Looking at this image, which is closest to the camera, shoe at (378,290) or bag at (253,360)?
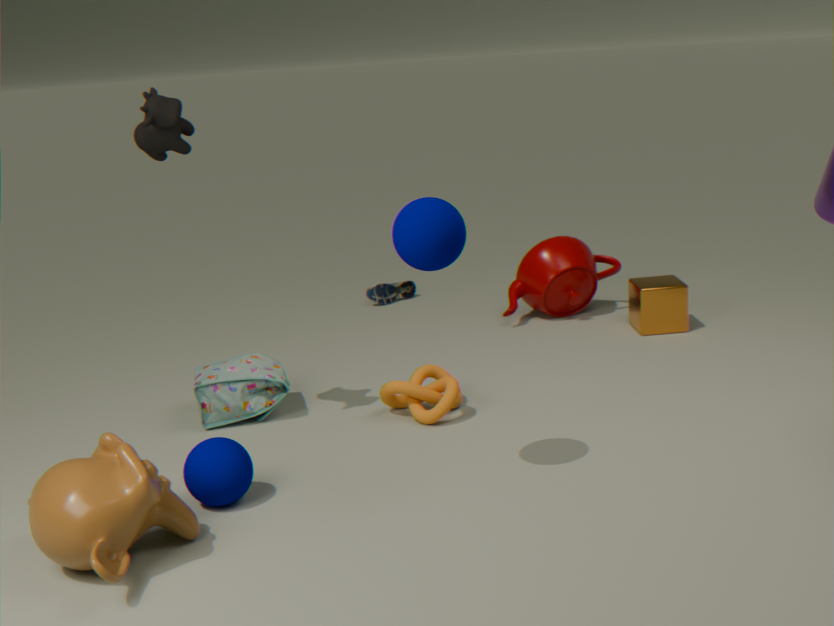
bag at (253,360)
